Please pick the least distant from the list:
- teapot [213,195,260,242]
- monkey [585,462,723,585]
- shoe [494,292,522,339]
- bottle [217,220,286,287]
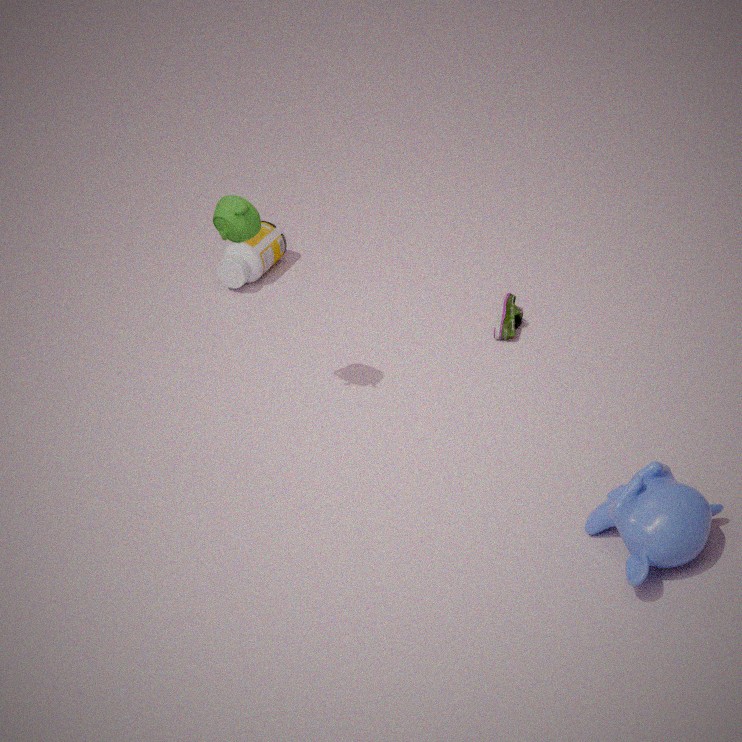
monkey [585,462,723,585]
